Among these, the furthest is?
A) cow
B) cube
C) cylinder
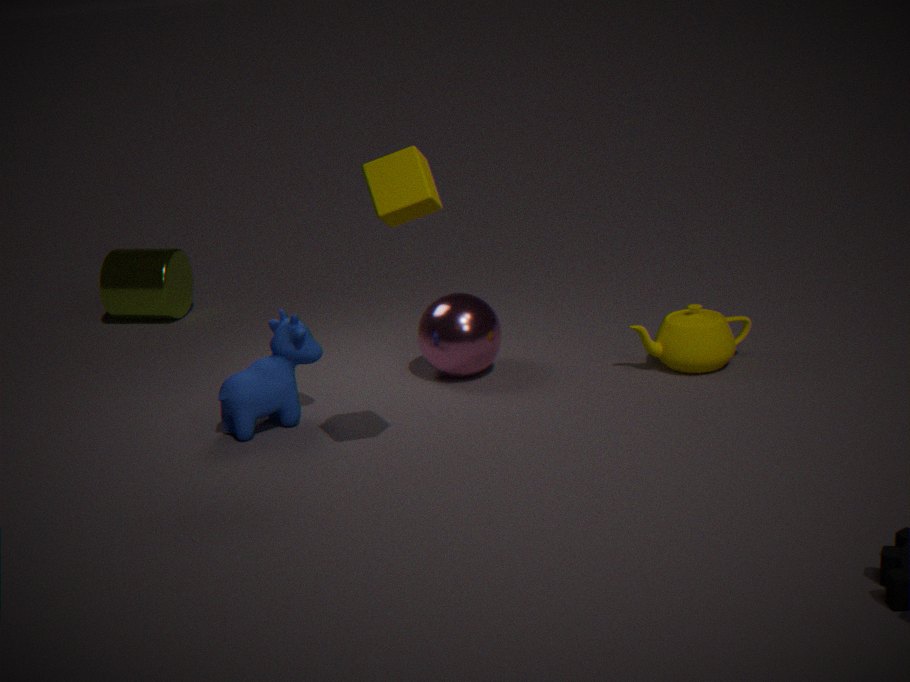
cylinder
